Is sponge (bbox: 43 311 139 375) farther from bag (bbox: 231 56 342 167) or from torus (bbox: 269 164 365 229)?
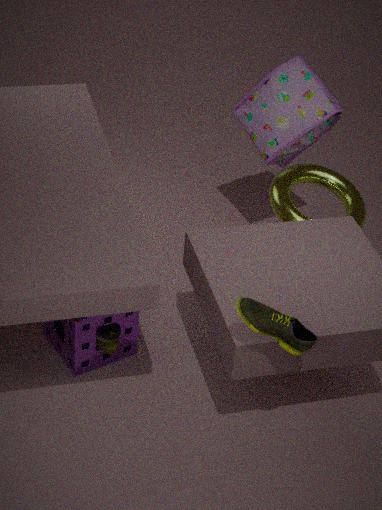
bag (bbox: 231 56 342 167)
